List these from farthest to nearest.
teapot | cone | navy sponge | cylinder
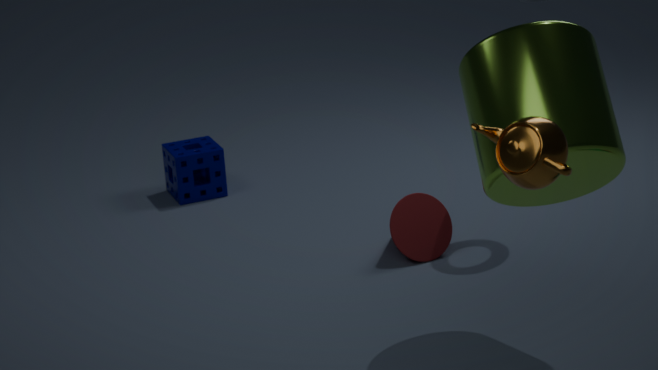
navy sponge, cone, cylinder, teapot
